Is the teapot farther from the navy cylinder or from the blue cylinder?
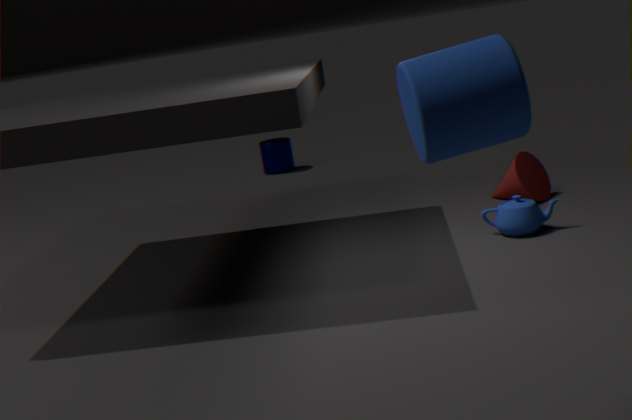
the navy cylinder
